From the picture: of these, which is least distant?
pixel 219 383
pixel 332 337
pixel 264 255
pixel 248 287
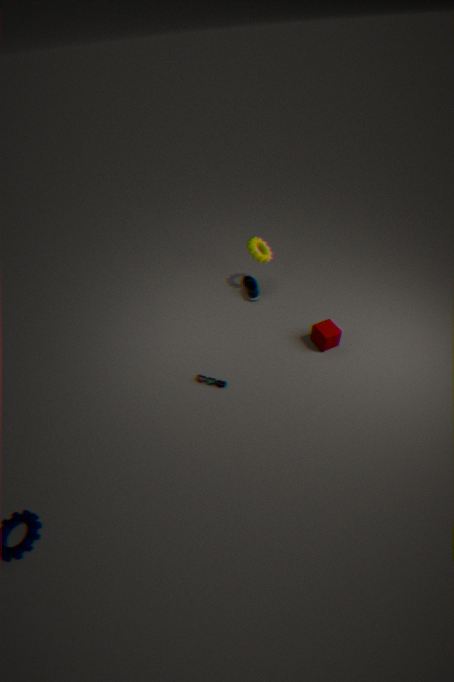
pixel 219 383
